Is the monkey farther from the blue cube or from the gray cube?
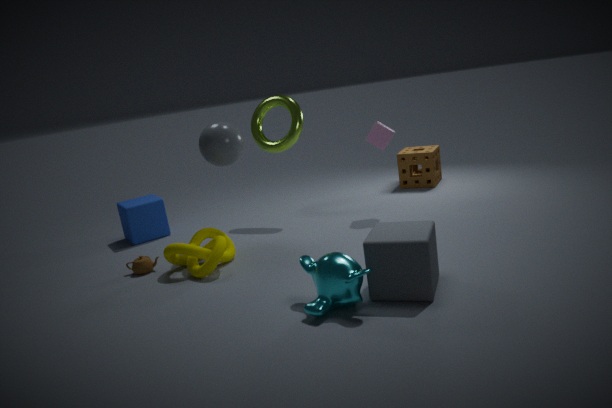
the blue cube
